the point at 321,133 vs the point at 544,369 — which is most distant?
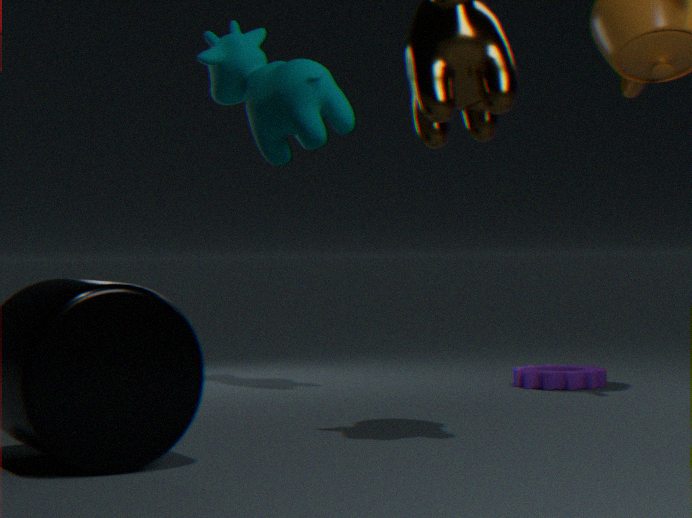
the point at 544,369
